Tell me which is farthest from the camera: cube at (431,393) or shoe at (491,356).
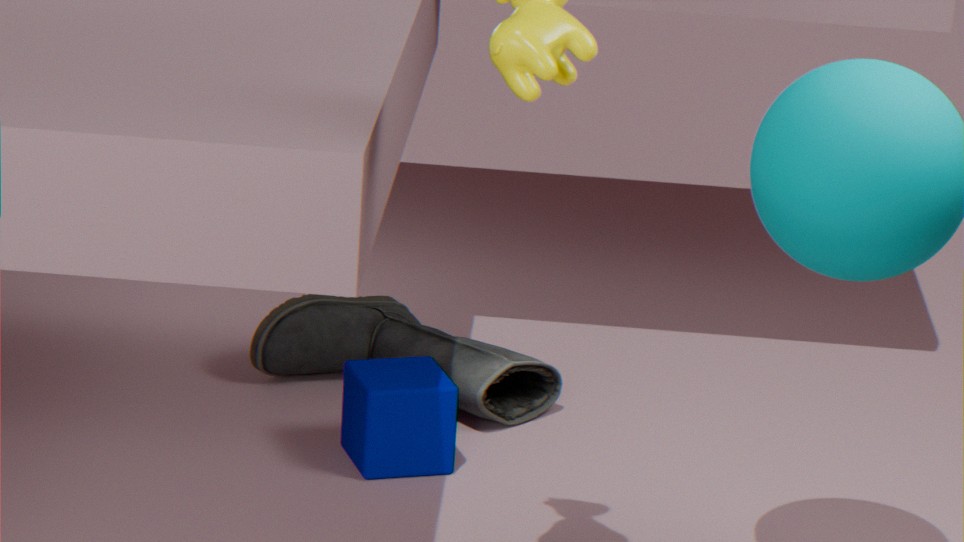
shoe at (491,356)
